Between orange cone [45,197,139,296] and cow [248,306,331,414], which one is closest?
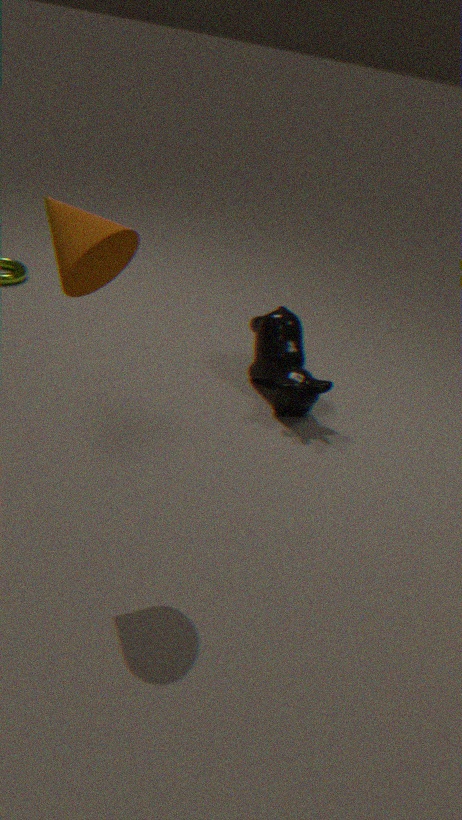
orange cone [45,197,139,296]
